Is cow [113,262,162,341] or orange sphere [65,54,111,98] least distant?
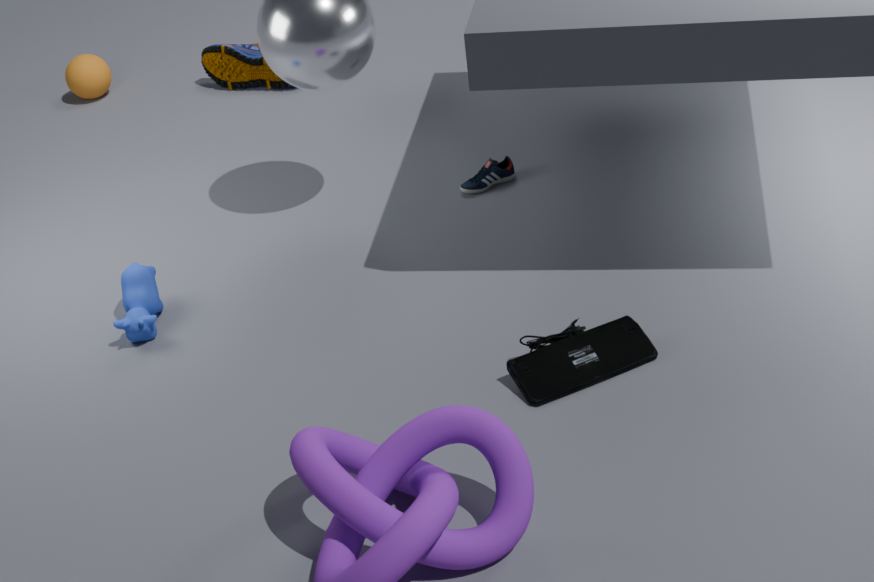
cow [113,262,162,341]
